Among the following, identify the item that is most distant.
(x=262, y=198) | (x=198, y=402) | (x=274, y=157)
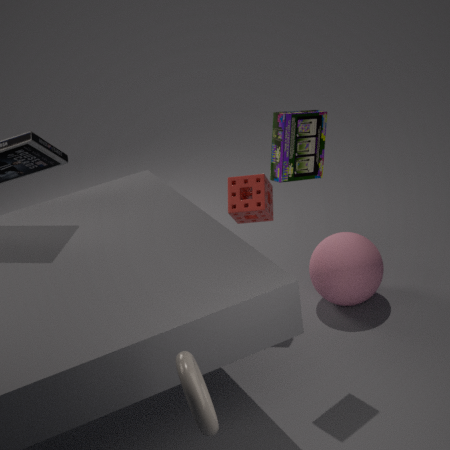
(x=262, y=198)
